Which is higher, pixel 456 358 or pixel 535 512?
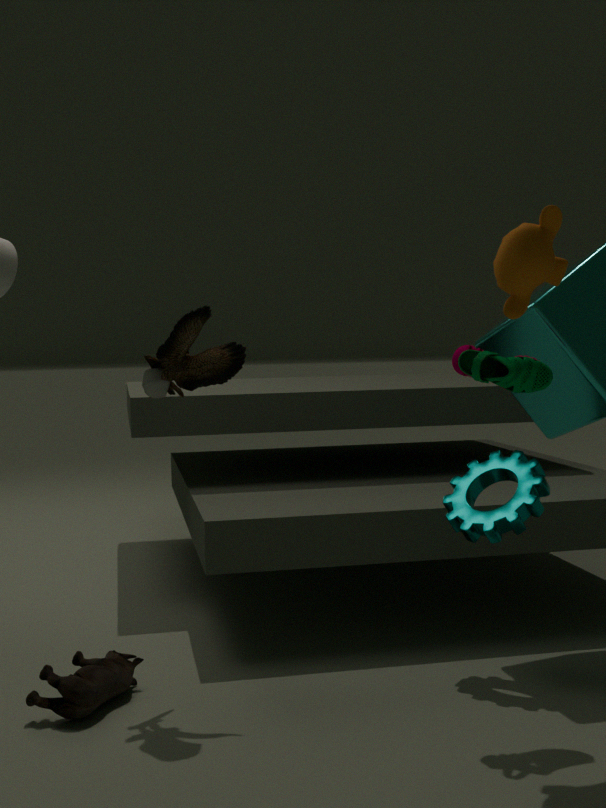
pixel 456 358
